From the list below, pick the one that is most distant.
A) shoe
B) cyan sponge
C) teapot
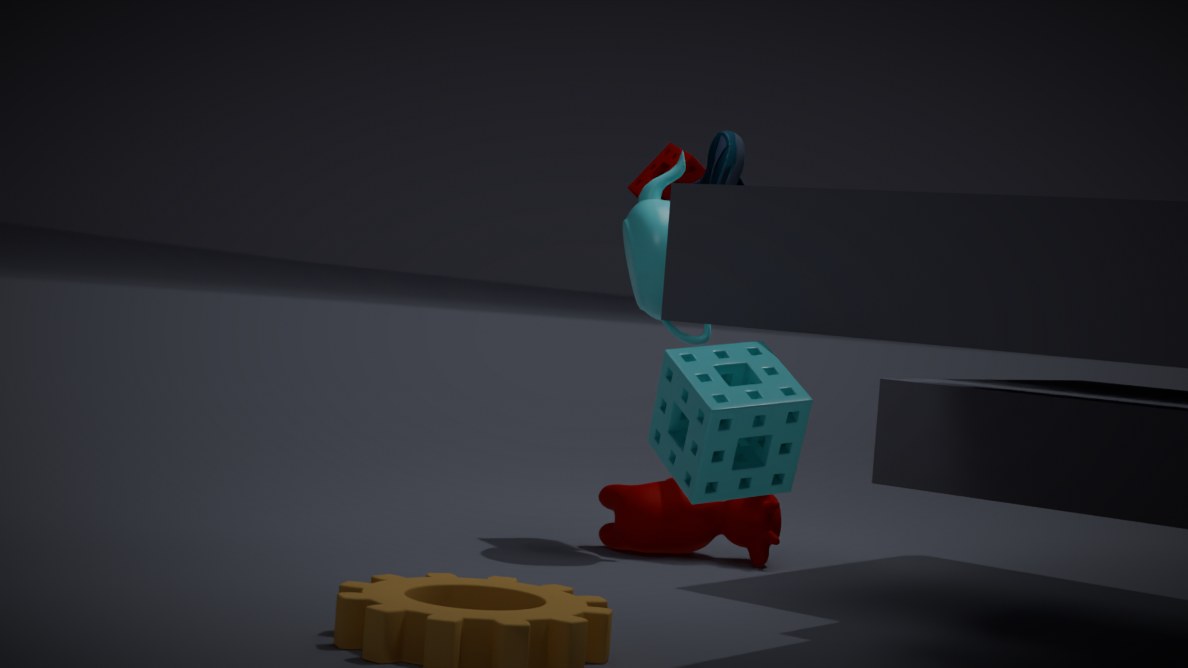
teapot
